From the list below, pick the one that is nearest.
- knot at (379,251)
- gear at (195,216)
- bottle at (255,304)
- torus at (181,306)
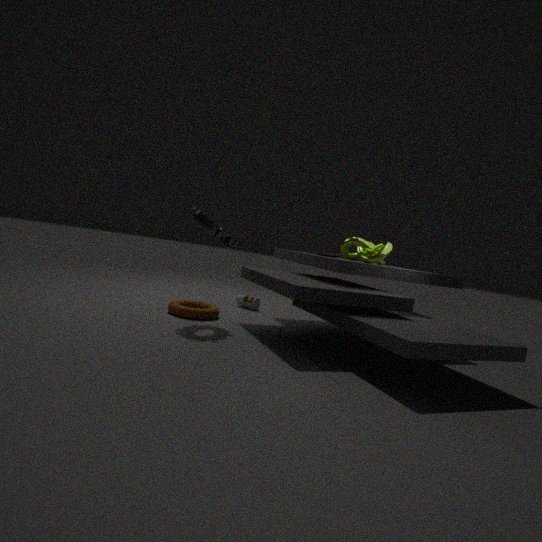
gear at (195,216)
